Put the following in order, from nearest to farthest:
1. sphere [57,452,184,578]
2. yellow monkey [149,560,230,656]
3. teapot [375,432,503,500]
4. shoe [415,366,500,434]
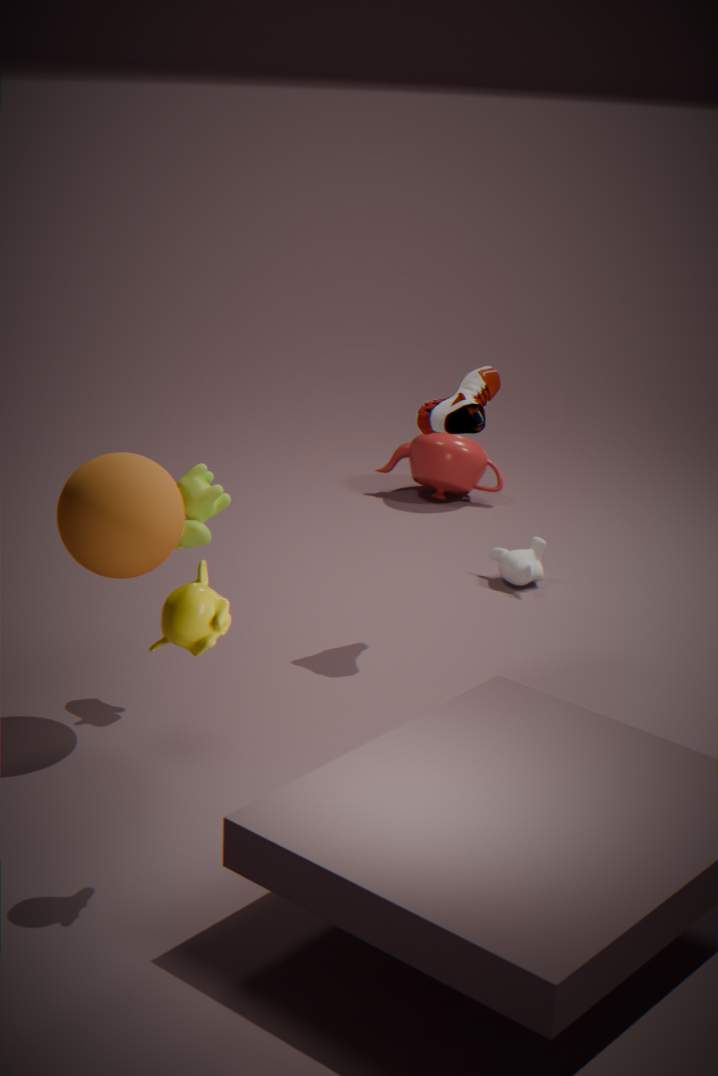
yellow monkey [149,560,230,656] < sphere [57,452,184,578] < shoe [415,366,500,434] < teapot [375,432,503,500]
